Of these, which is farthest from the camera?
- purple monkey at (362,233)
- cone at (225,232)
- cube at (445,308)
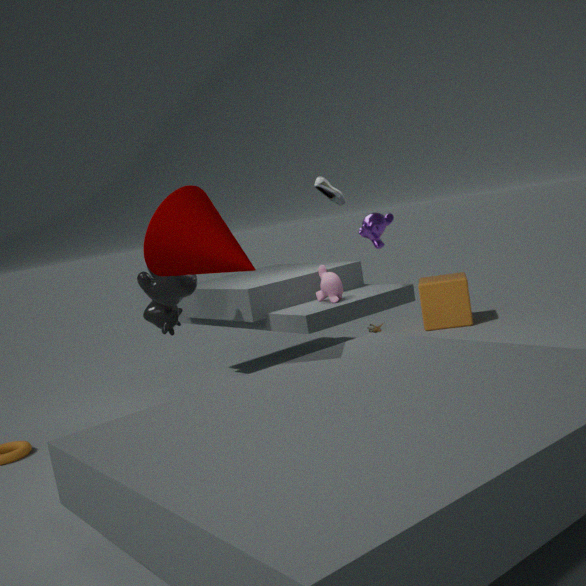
cube at (445,308)
